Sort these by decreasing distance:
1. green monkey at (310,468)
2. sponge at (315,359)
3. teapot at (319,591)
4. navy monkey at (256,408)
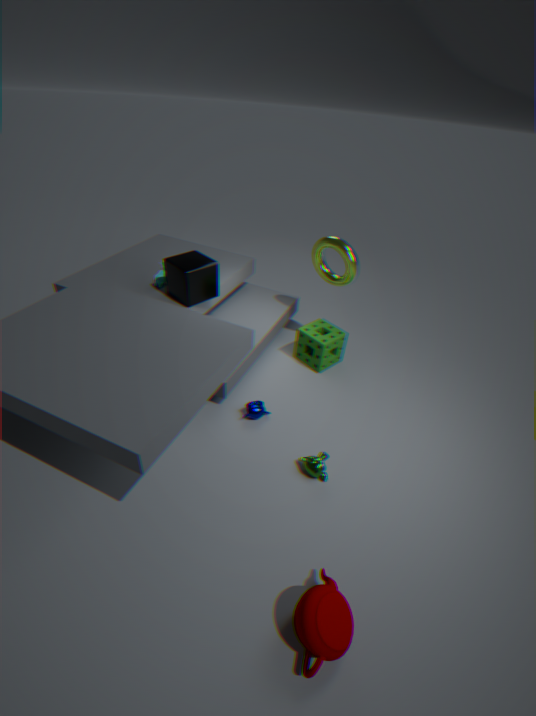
sponge at (315,359)
navy monkey at (256,408)
green monkey at (310,468)
teapot at (319,591)
